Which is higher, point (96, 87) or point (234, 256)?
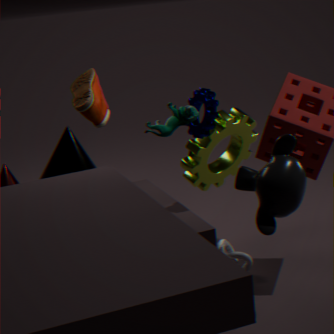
point (96, 87)
